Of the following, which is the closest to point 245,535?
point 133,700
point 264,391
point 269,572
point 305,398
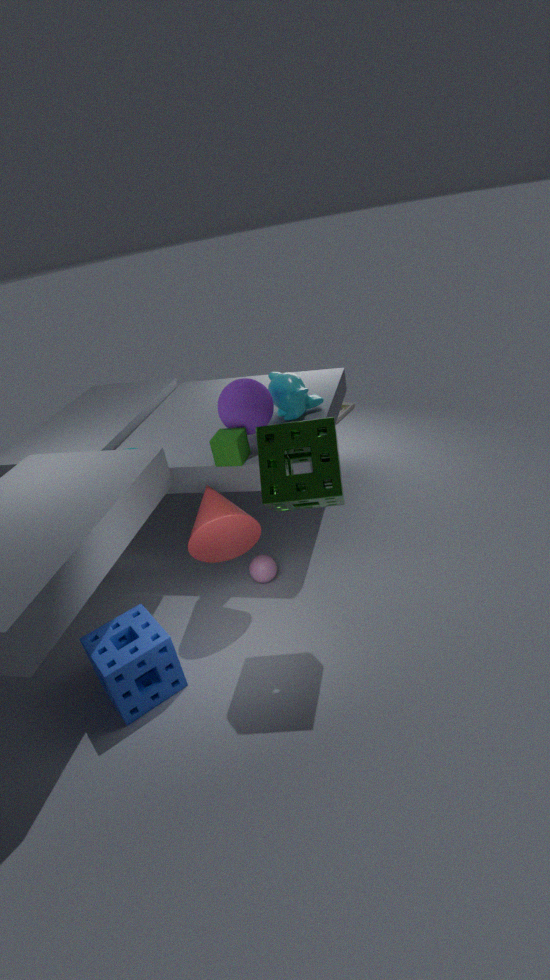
point 269,572
